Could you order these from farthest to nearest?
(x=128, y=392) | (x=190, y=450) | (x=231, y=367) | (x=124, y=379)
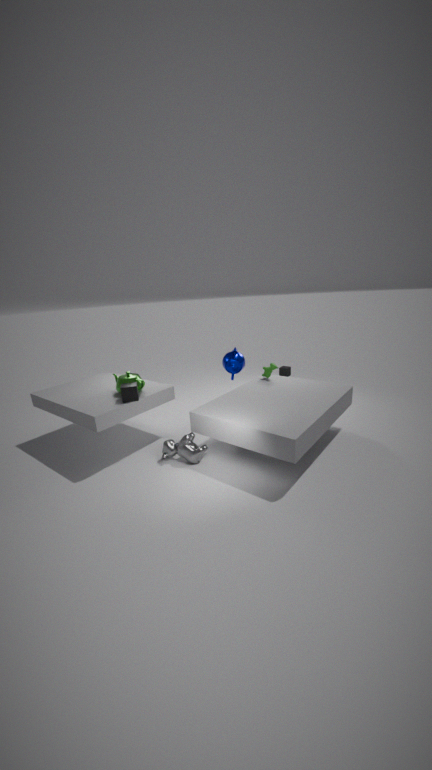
(x=231, y=367)
(x=124, y=379)
(x=128, y=392)
(x=190, y=450)
